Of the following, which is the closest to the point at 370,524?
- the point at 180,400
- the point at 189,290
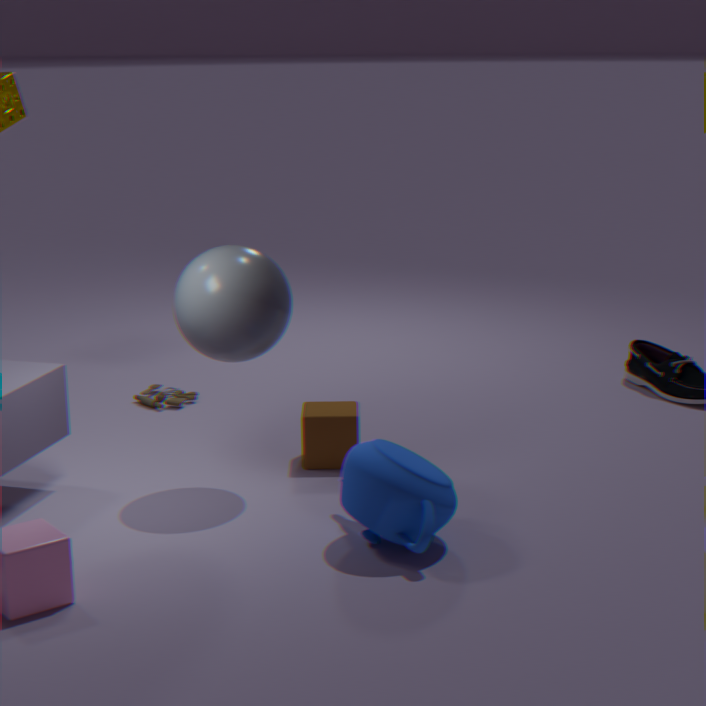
the point at 189,290
